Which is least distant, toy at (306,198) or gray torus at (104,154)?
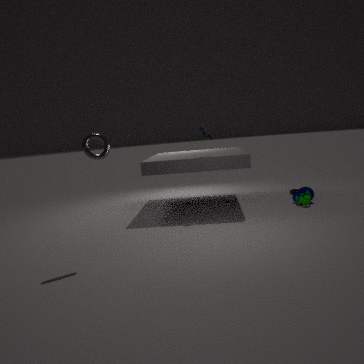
gray torus at (104,154)
